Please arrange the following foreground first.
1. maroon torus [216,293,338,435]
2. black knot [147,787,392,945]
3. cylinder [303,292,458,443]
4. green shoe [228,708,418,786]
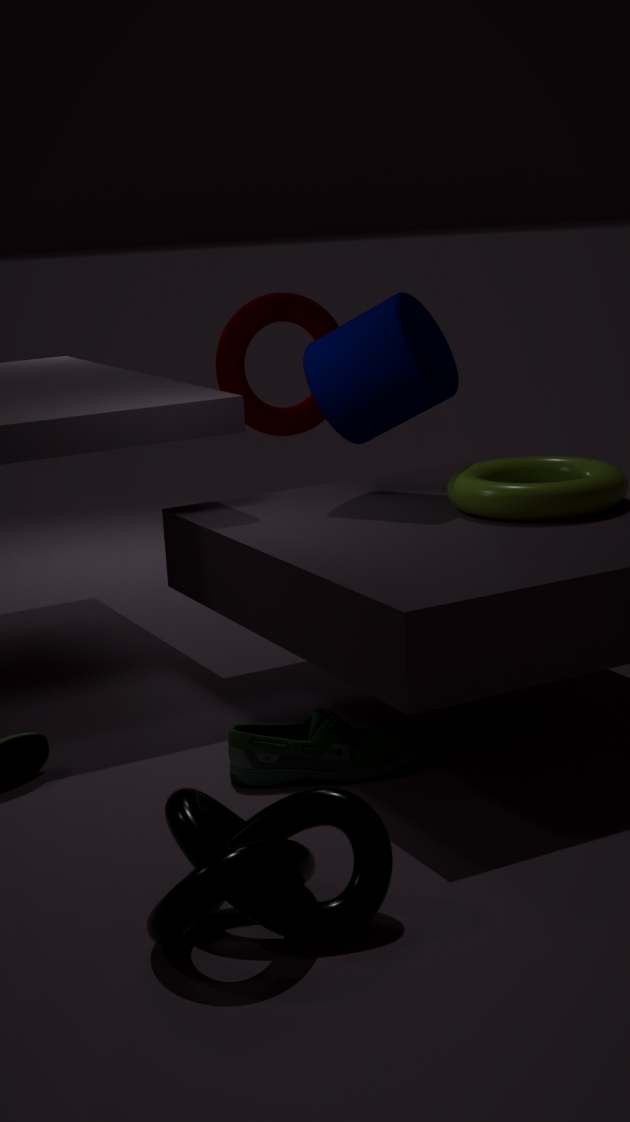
black knot [147,787,392,945] → green shoe [228,708,418,786] → cylinder [303,292,458,443] → maroon torus [216,293,338,435]
